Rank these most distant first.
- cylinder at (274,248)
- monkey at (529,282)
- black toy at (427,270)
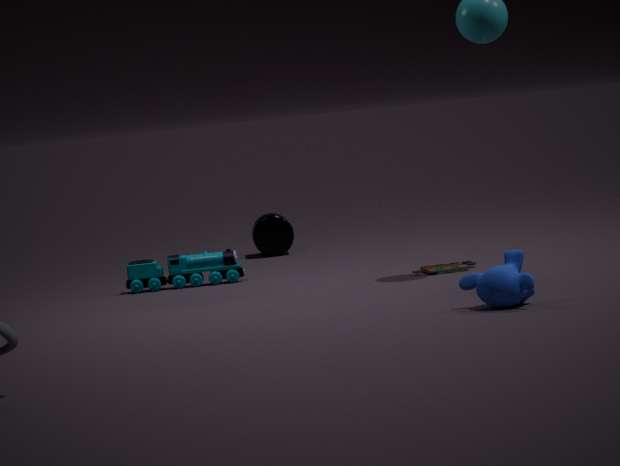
cylinder at (274,248), black toy at (427,270), monkey at (529,282)
